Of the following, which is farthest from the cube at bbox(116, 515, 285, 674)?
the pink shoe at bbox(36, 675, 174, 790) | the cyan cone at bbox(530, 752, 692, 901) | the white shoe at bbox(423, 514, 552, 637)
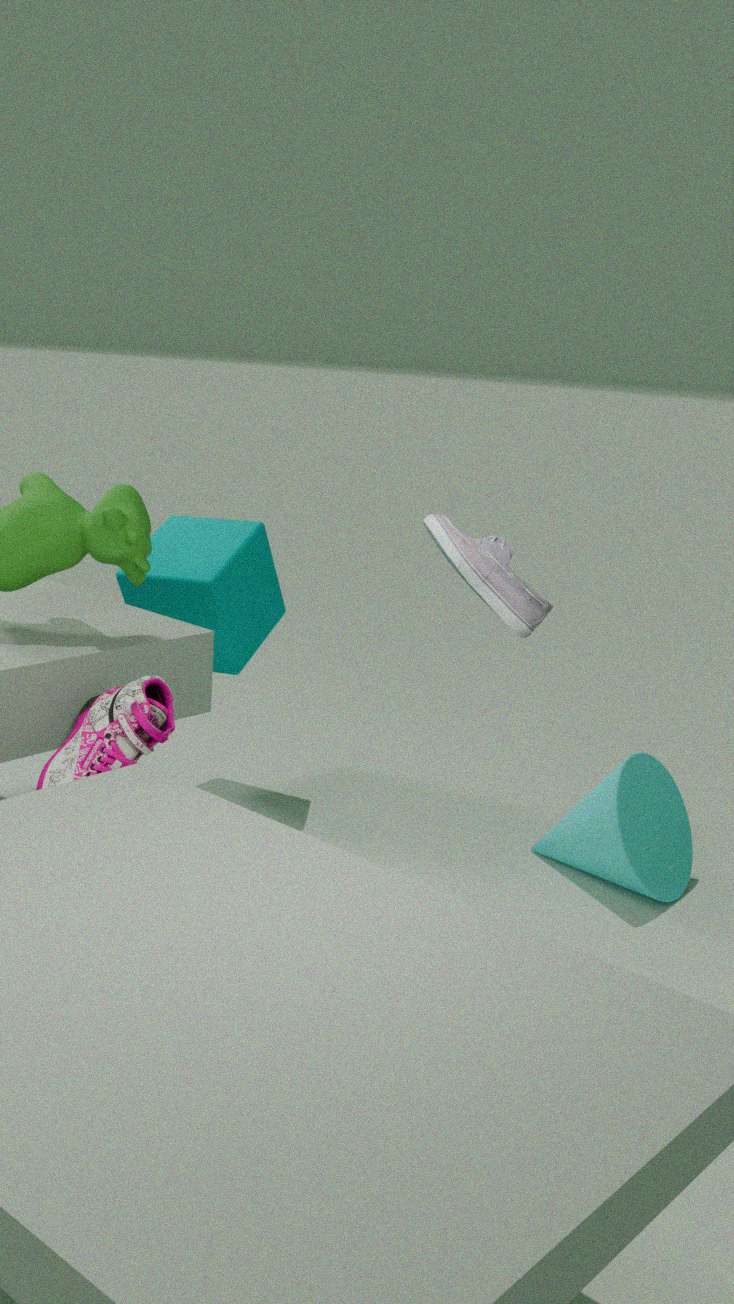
the white shoe at bbox(423, 514, 552, 637)
